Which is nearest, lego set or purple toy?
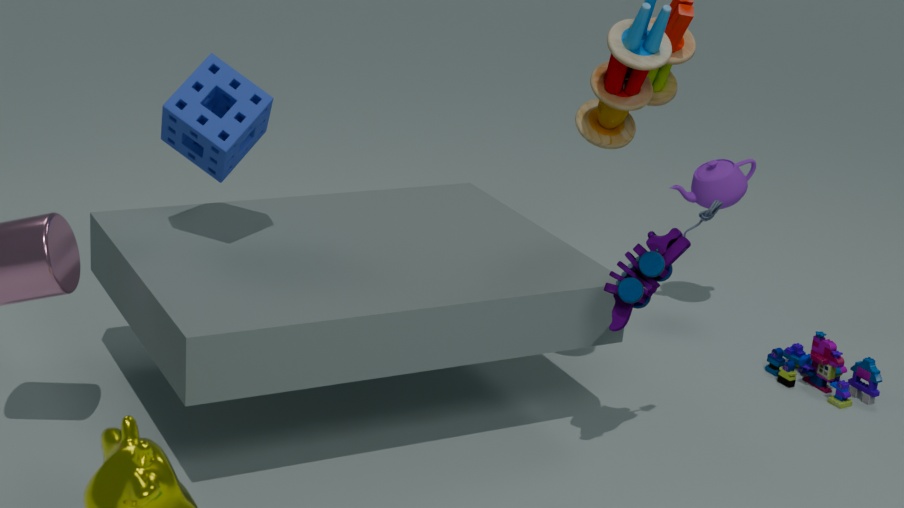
purple toy
